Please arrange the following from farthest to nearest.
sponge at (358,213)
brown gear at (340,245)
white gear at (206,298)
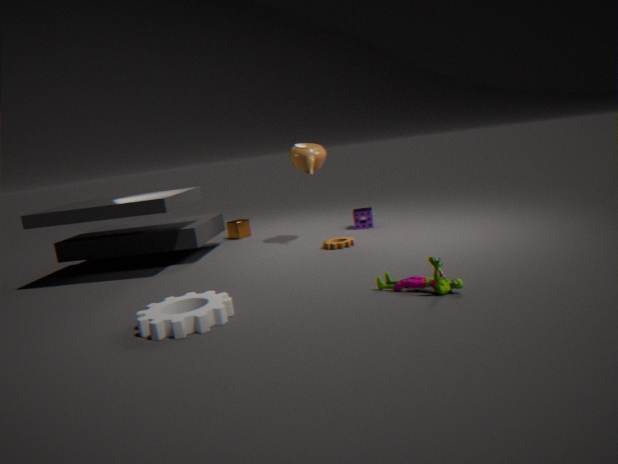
sponge at (358,213), brown gear at (340,245), white gear at (206,298)
